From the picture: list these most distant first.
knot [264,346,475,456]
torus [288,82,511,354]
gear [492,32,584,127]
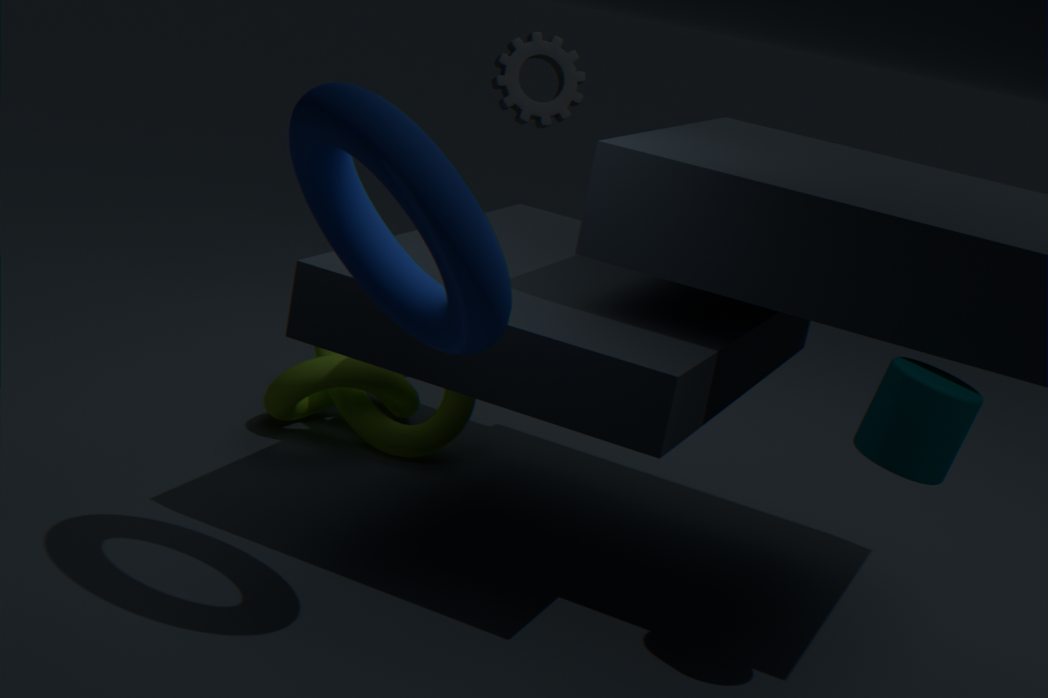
gear [492,32,584,127] → knot [264,346,475,456] → torus [288,82,511,354]
